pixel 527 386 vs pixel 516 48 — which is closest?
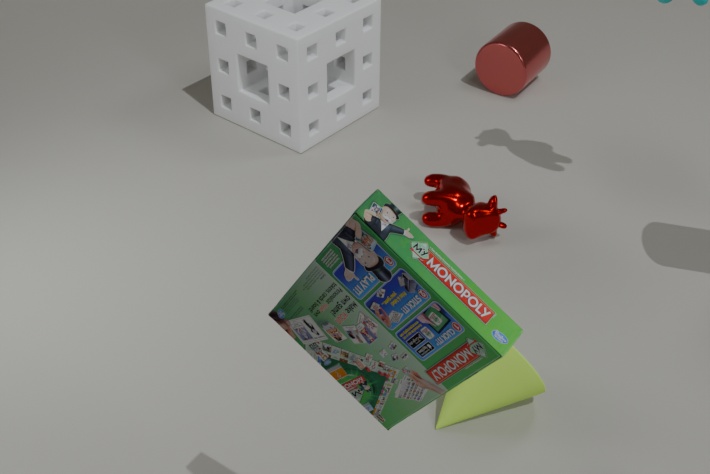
pixel 527 386
